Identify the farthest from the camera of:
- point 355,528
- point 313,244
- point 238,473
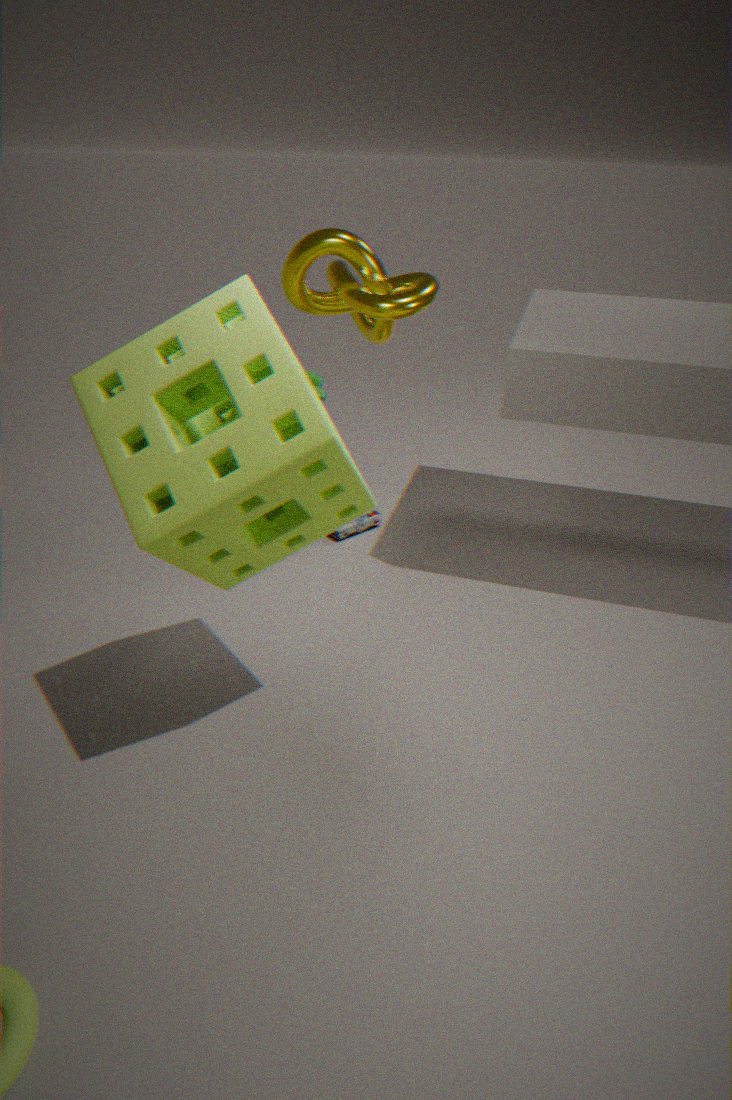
point 355,528
